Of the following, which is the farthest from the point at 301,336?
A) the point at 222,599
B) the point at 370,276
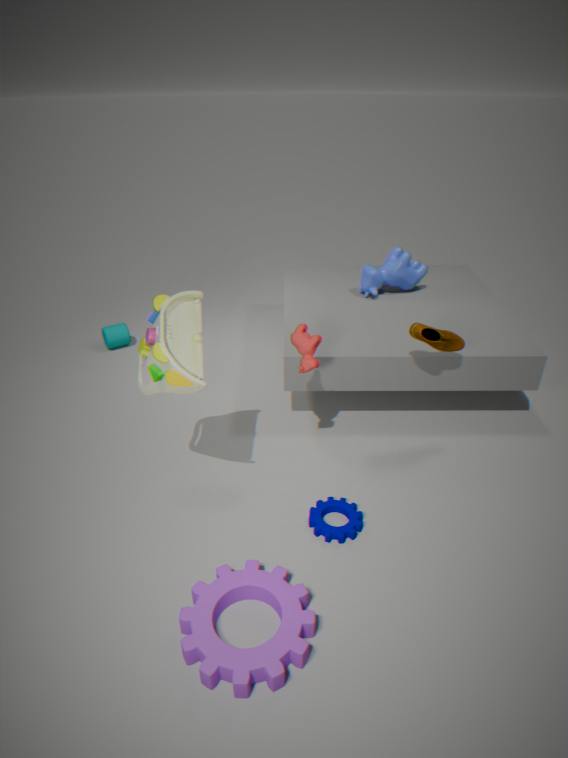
the point at 370,276
